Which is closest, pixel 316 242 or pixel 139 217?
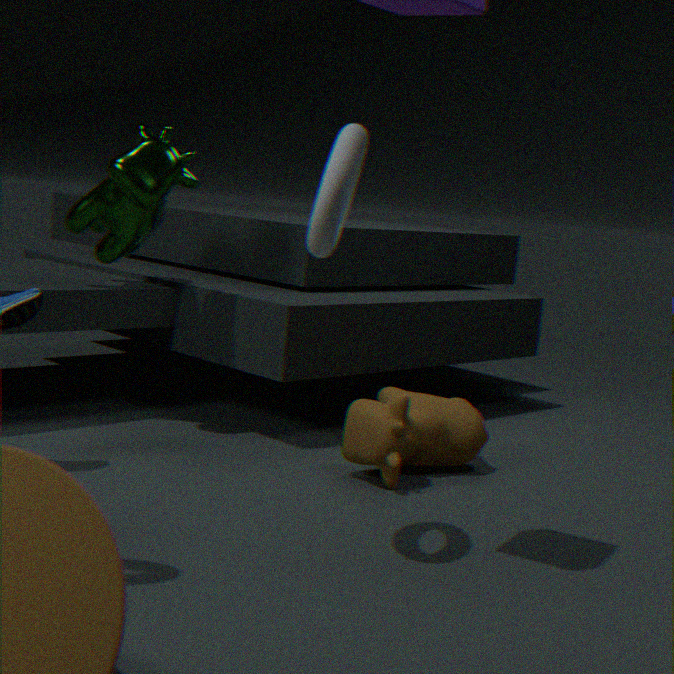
pixel 316 242
